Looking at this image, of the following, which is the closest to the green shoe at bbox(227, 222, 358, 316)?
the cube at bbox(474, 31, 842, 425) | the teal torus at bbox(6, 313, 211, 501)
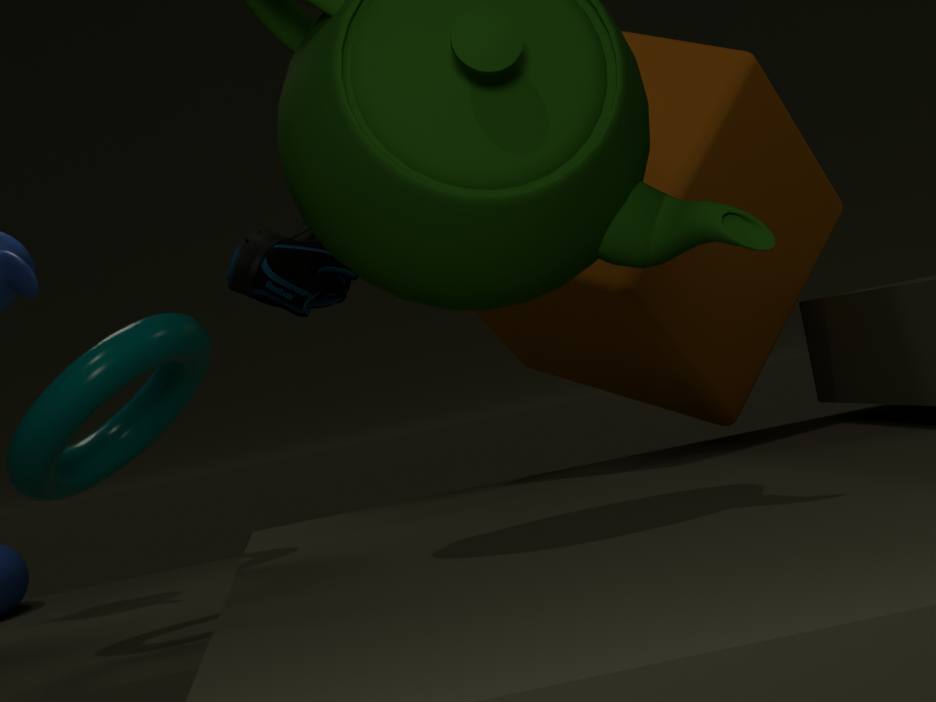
the cube at bbox(474, 31, 842, 425)
